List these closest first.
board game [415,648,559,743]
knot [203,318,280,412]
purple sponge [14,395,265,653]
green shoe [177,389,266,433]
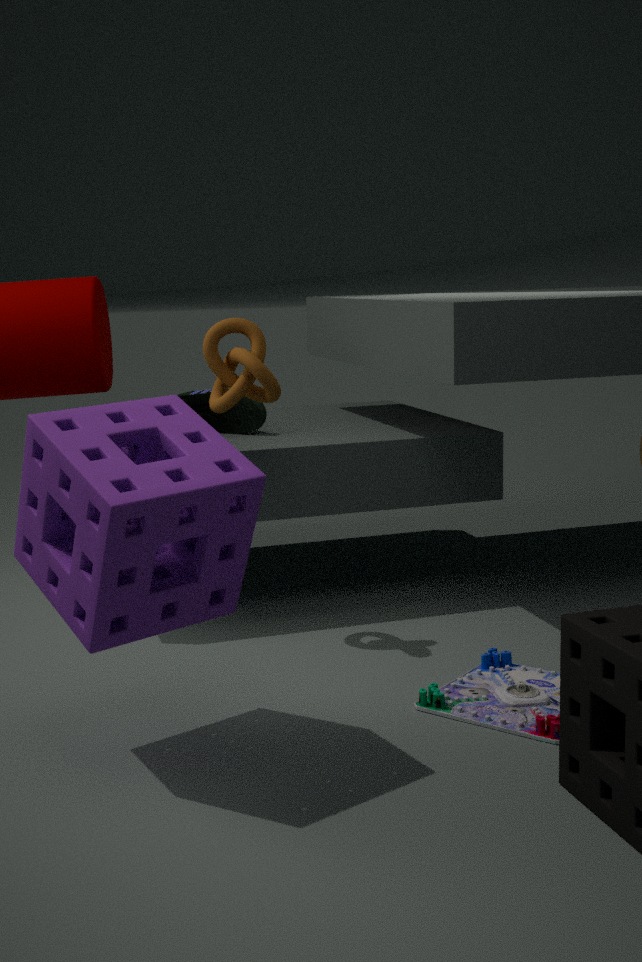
purple sponge [14,395,265,653] → board game [415,648,559,743] → knot [203,318,280,412] → green shoe [177,389,266,433]
